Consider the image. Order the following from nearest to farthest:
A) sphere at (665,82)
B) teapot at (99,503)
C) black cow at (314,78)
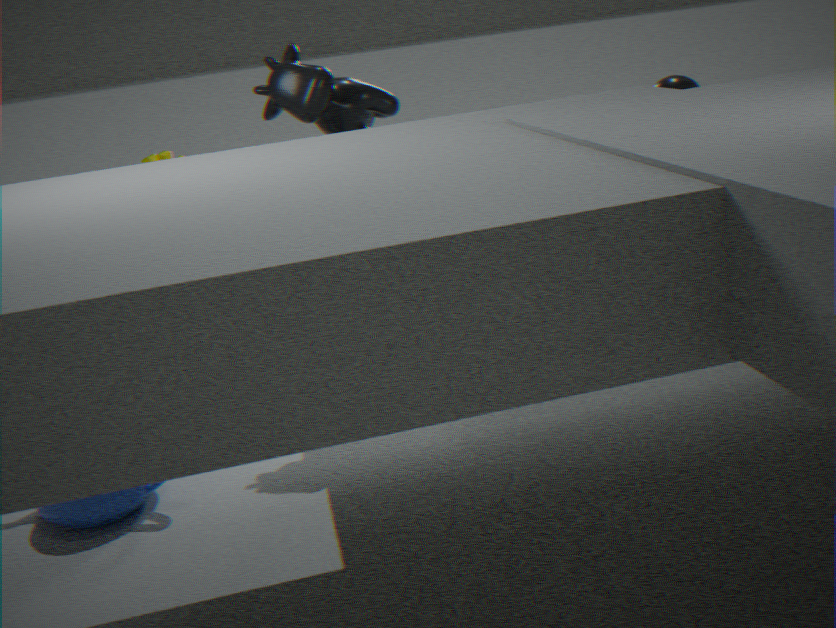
teapot at (99,503) → black cow at (314,78) → sphere at (665,82)
